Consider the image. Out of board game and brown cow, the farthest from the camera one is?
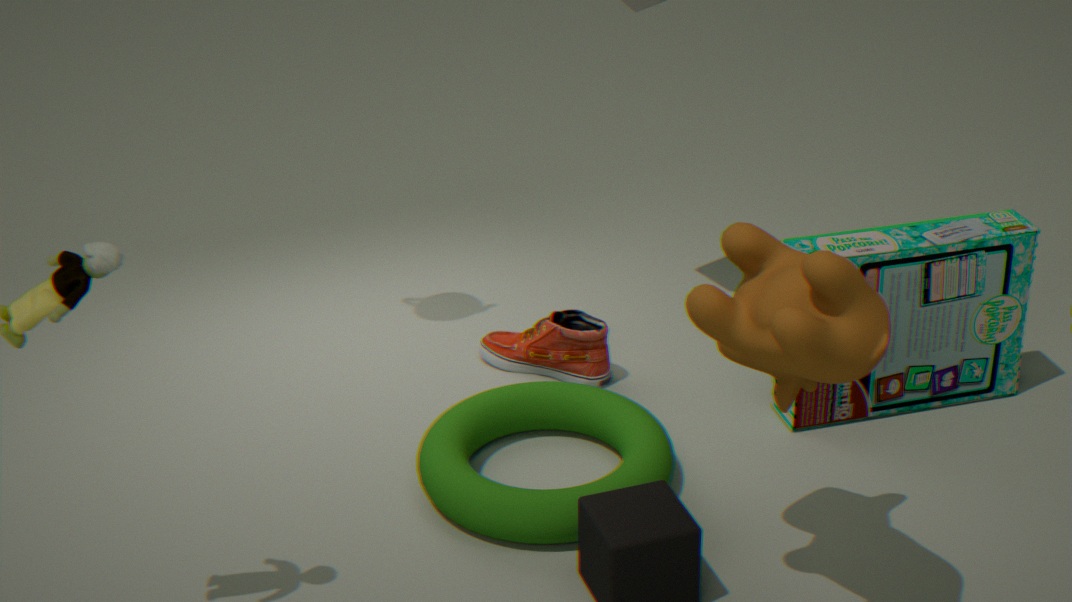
board game
